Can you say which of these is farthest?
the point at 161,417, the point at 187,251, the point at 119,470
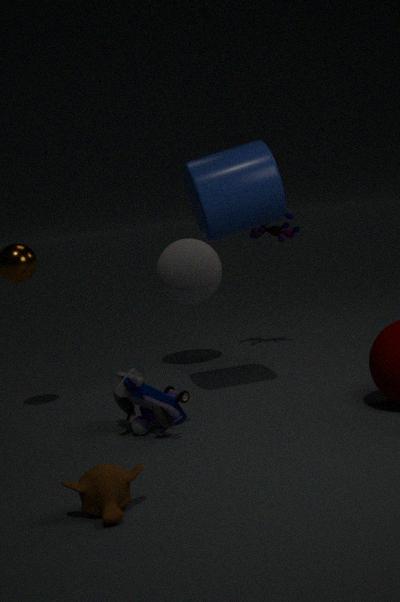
the point at 187,251
